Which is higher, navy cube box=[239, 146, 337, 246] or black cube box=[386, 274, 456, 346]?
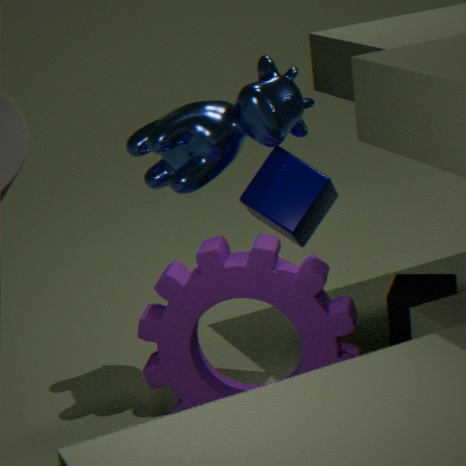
navy cube box=[239, 146, 337, 246]
